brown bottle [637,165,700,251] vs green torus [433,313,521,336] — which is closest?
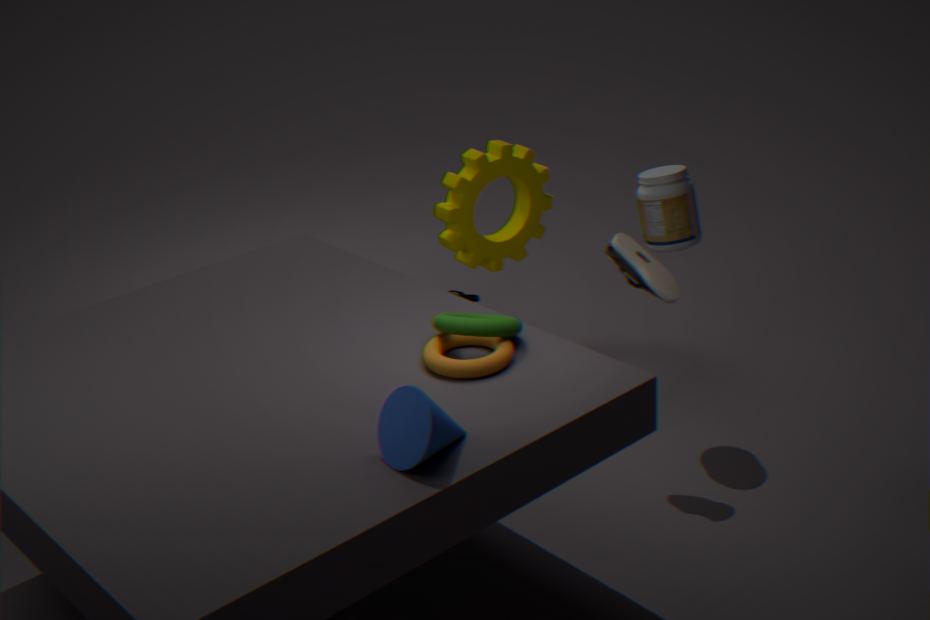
green torus [433,313,521,336]
